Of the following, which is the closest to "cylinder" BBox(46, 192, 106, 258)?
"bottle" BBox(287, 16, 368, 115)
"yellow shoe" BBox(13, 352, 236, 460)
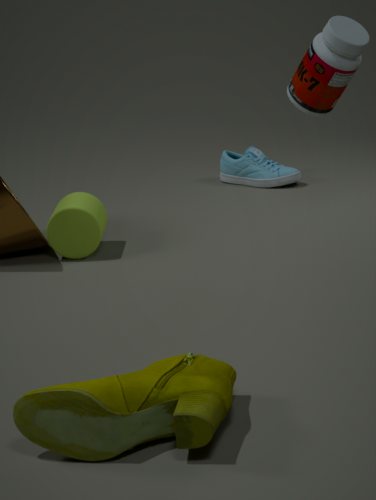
"bottle" BBox(287, 16, 368, 115)
